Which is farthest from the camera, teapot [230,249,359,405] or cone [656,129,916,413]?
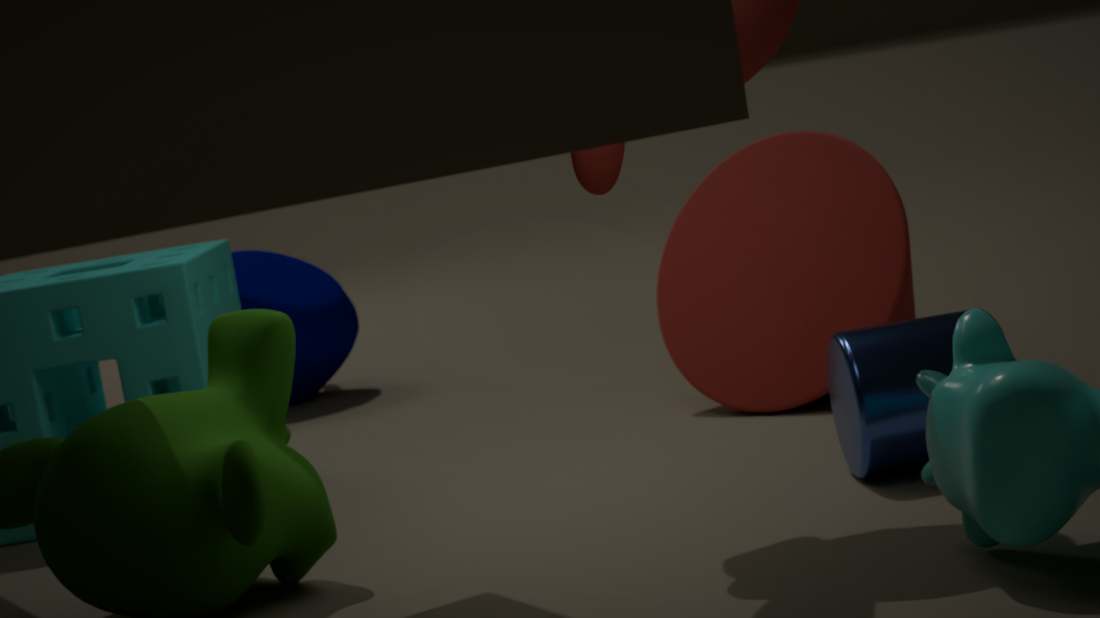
teapot [230,249,359,405]
